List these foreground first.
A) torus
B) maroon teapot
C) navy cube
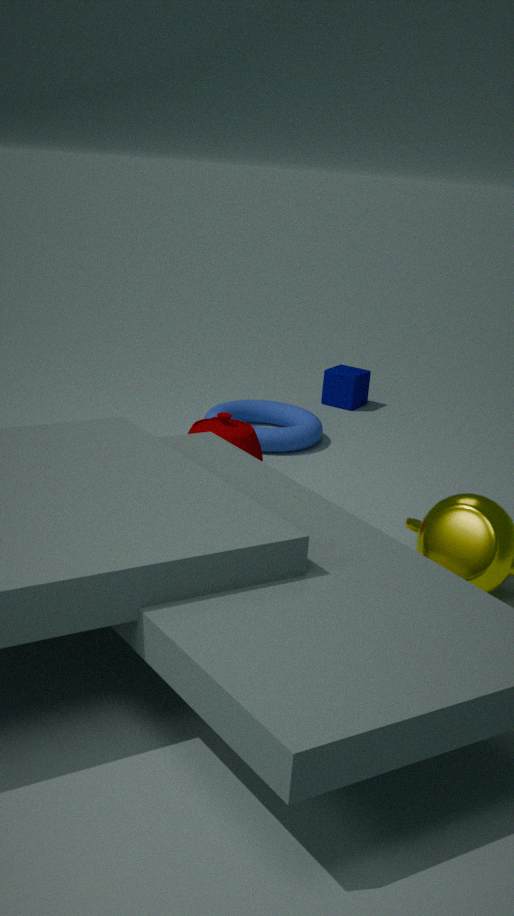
maroon teapot → torus → navy cube
